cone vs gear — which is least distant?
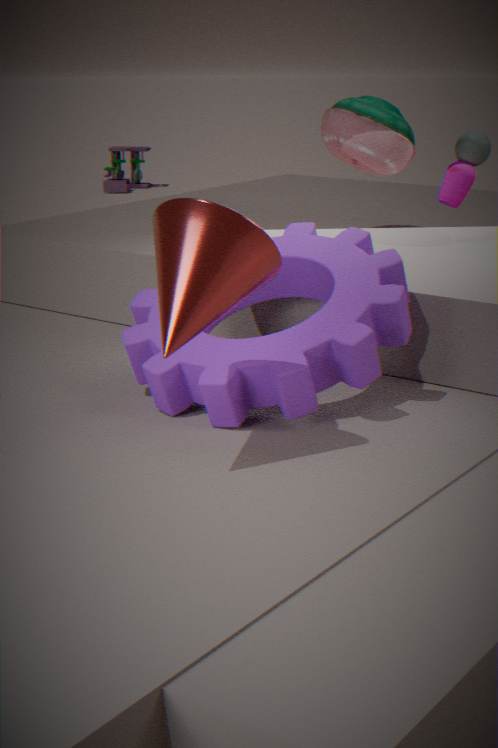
cone
